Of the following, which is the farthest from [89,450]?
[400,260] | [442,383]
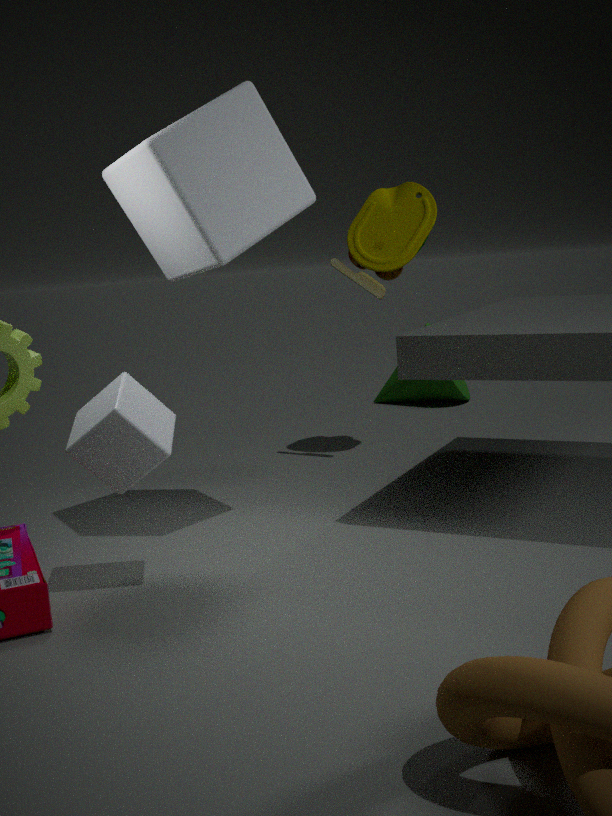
[442,383]
